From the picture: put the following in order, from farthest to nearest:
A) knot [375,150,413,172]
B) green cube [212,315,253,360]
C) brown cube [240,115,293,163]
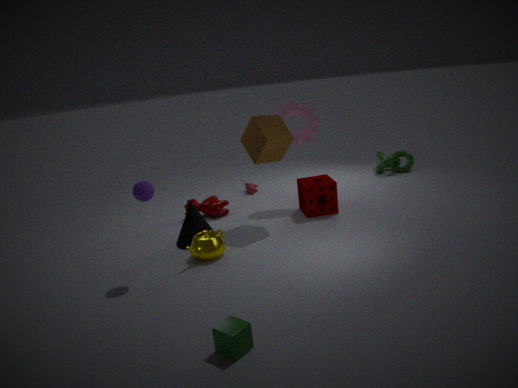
1. knot [375,150,413,172]
2. brown cube [240,115,293,163]
3. green cube [212,315,253,360]
